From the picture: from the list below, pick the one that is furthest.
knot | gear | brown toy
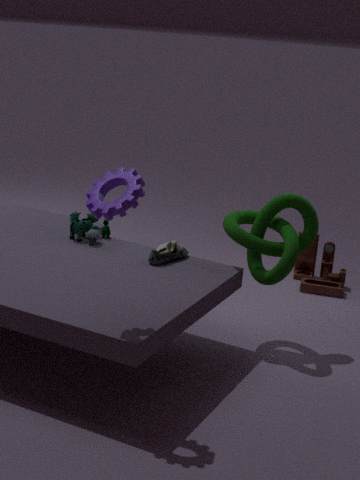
Result: brown toy
